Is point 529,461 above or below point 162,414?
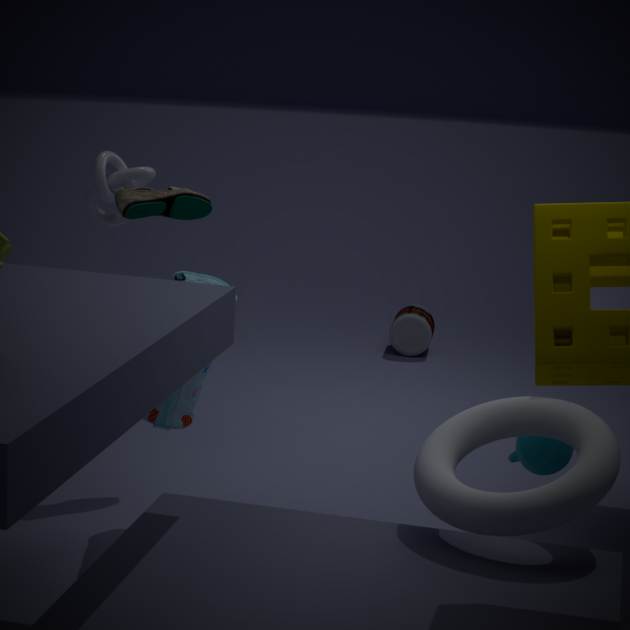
below
